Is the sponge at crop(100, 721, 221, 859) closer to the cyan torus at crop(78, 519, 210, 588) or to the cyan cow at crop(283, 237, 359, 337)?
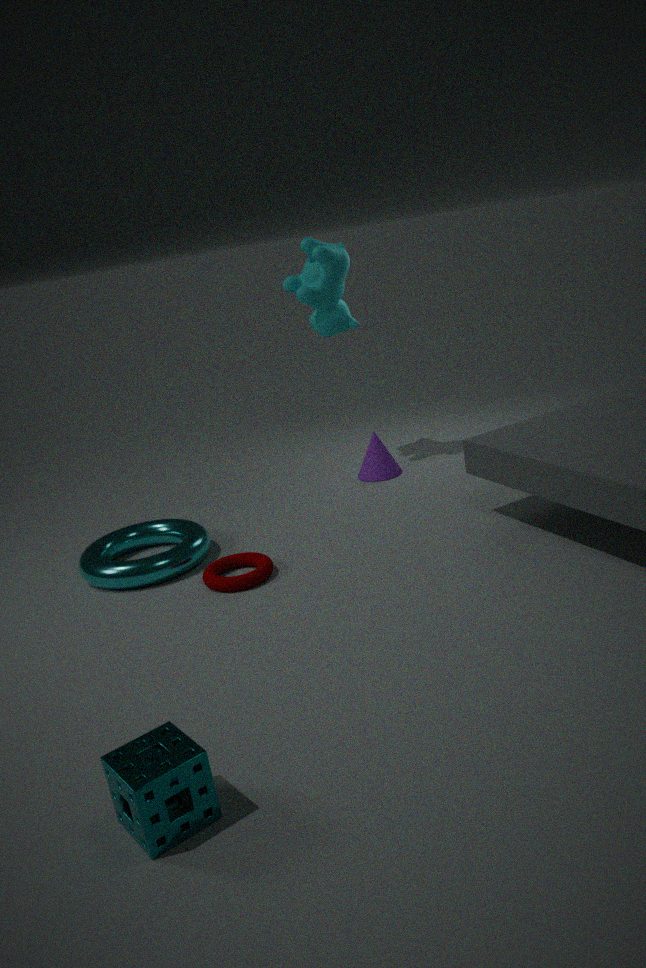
the cyan torus at crop(78, 519, 210, 588)
